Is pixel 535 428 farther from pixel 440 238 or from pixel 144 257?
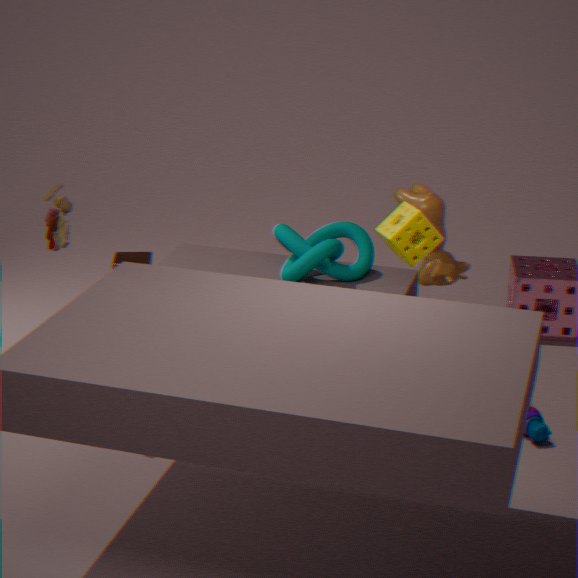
pixel 144 257
